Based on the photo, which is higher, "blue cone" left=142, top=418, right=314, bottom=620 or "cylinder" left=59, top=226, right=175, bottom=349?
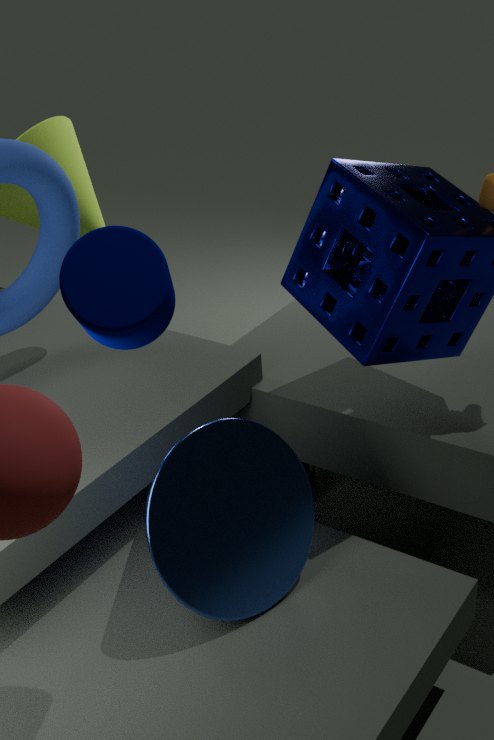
"cylinder" left=59, top=226, right=175, bottom=349
